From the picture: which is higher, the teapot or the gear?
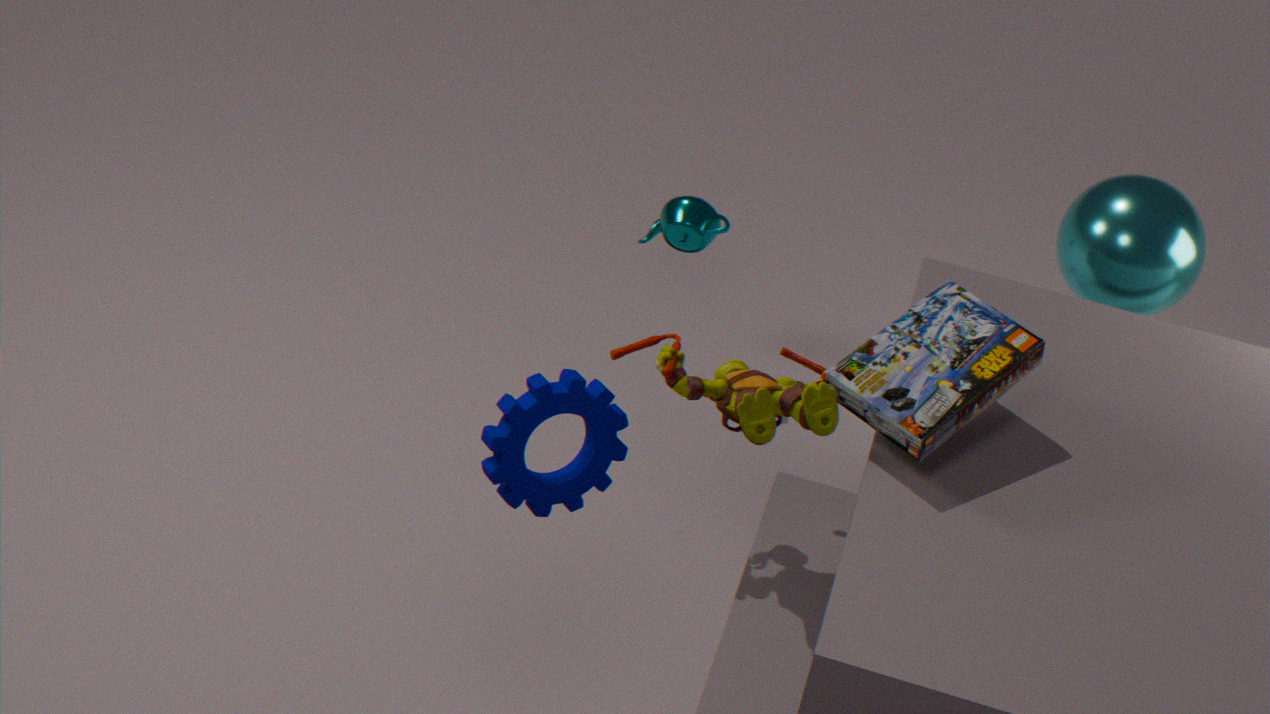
the gear
